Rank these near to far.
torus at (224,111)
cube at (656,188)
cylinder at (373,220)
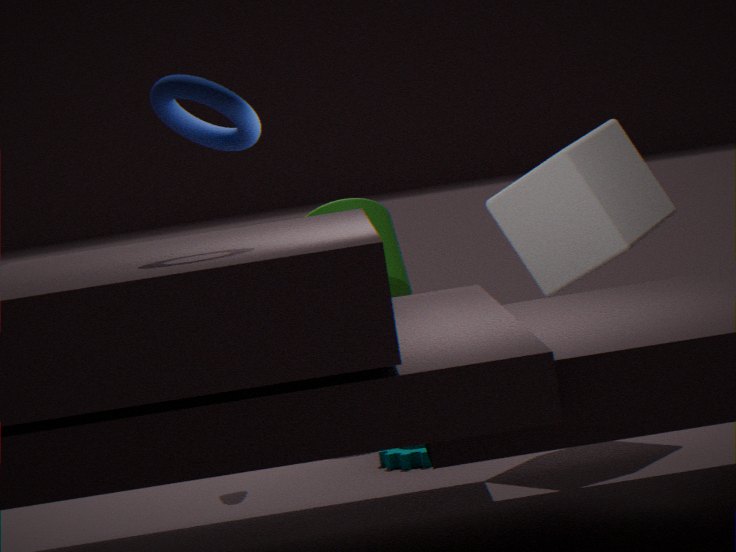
torus at (224,111) < cube at (656,188) < cylinder at (373,220)
